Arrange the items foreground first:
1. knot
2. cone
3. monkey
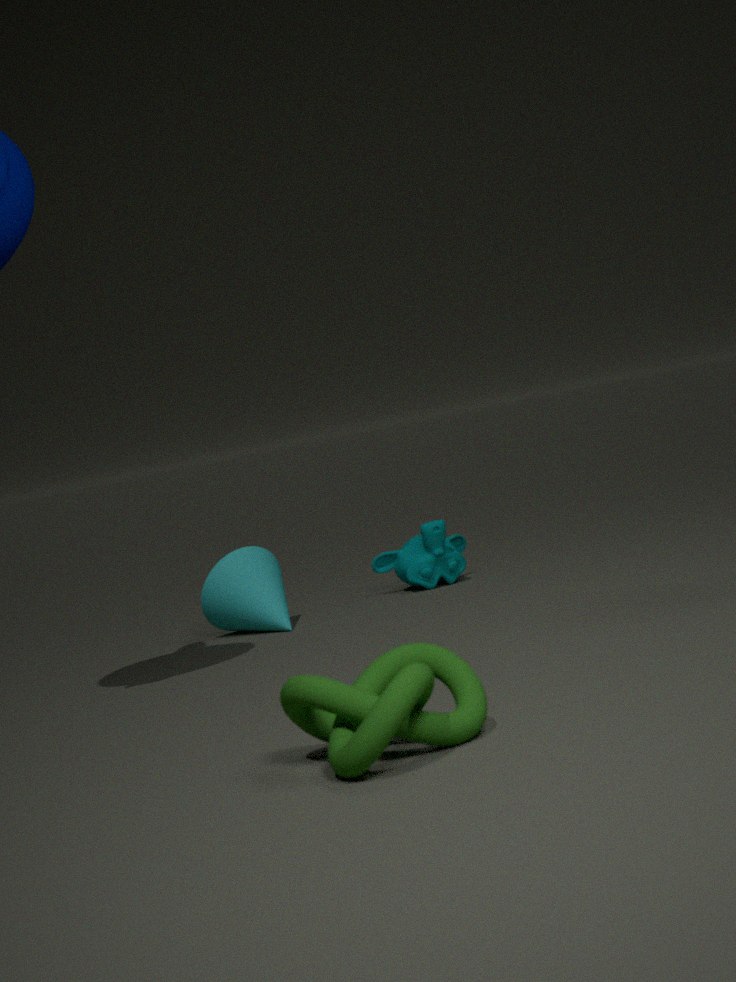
knot < cone < monkey
